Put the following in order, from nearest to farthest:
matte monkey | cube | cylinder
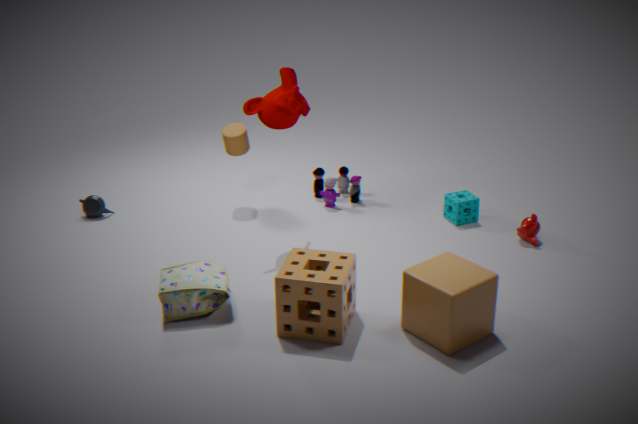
cube
matte monkey
cylinder
